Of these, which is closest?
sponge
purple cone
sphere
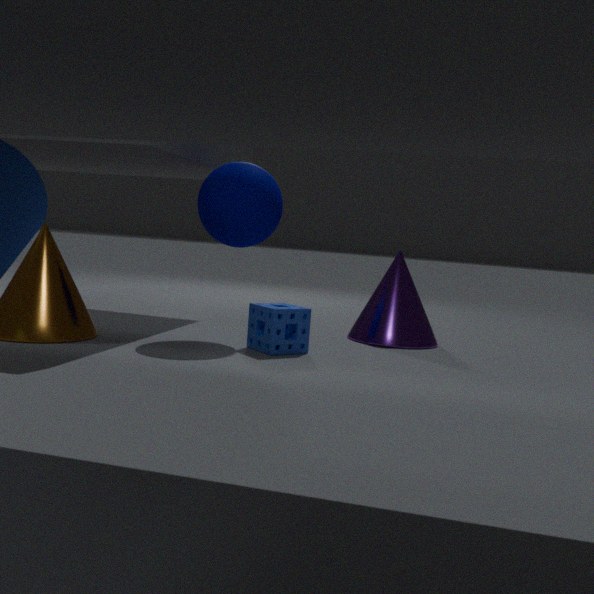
sponge
